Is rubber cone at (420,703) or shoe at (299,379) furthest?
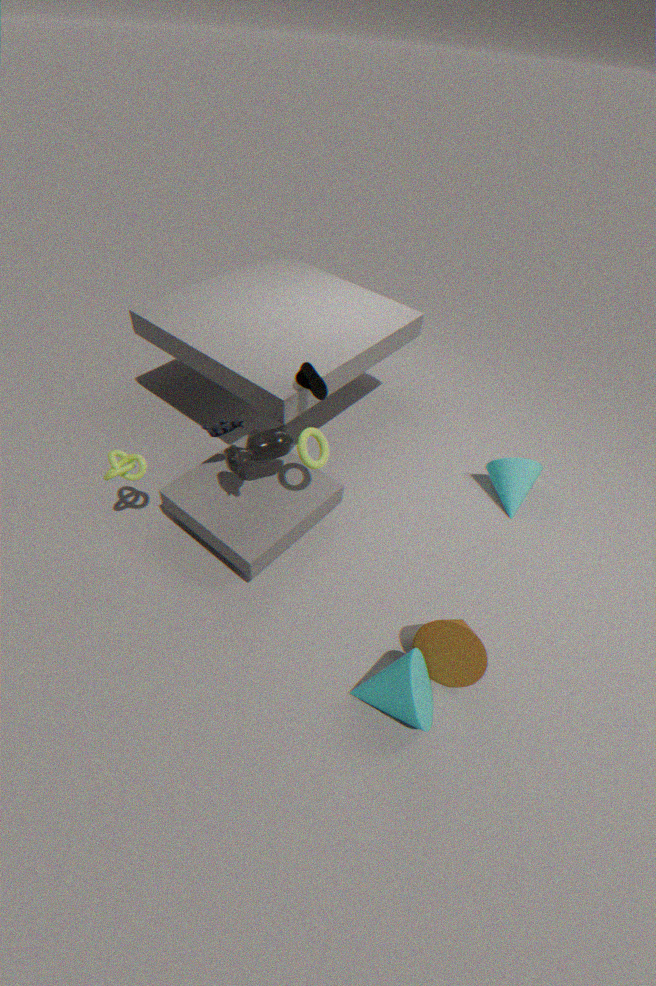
shoe at (299,379)
